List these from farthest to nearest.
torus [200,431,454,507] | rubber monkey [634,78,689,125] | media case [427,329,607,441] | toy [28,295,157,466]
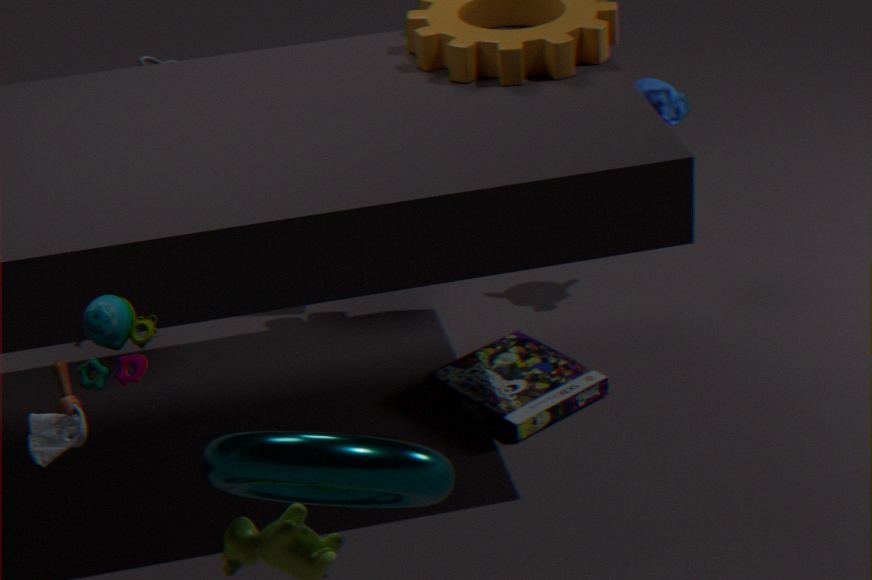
rubber monkey [634,78,689,125] → media case [427,329,607,441] → toy [28,295,157,466] → torus [200,431,454,507]
